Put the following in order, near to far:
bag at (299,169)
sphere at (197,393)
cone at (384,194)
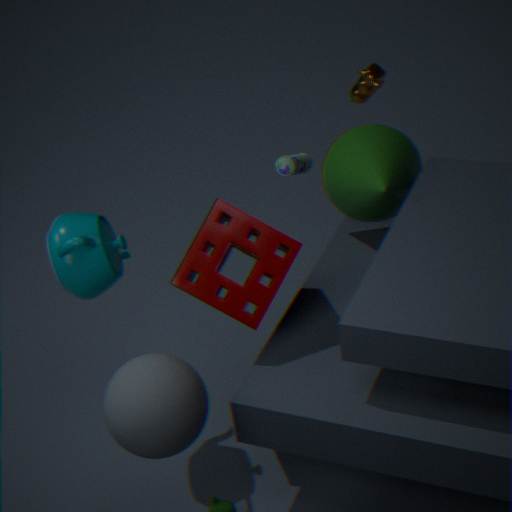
sphere at (197,393) < cone at (384,194) < bag at (299,169)
